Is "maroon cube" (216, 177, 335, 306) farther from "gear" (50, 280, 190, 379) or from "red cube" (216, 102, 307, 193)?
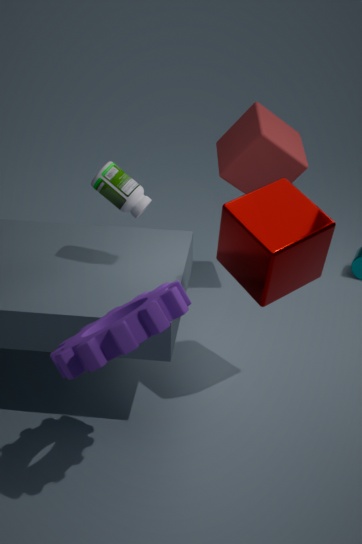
"red cube" (216, 102, 307, 193)
